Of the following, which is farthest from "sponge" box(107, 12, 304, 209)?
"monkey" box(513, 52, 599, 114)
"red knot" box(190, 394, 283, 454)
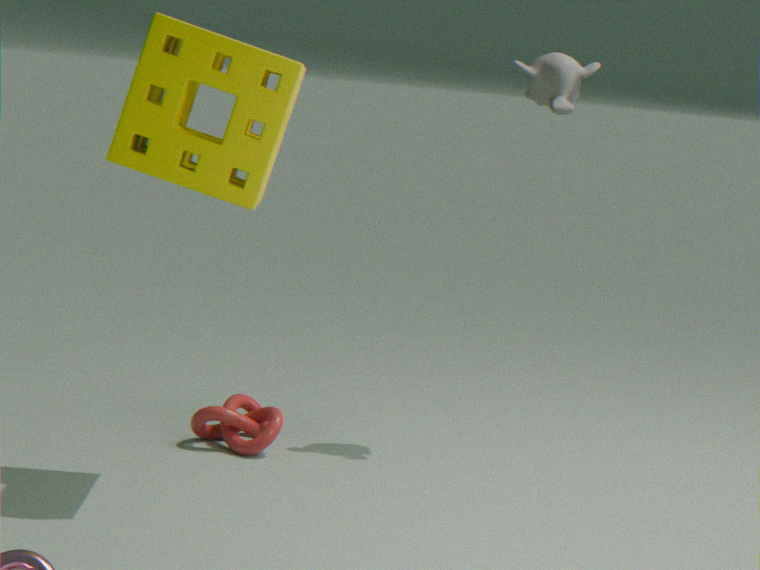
"monkey" box(513, 52, 599, 114)
